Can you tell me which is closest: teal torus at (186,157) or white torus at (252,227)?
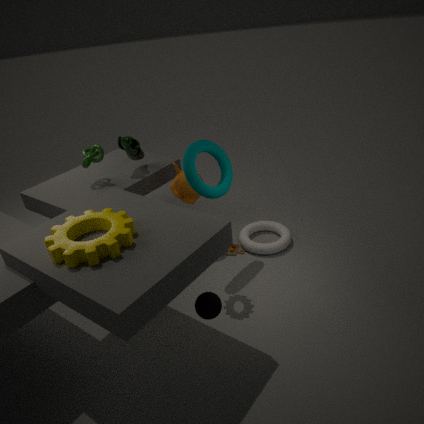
teal torus at (186,157)
